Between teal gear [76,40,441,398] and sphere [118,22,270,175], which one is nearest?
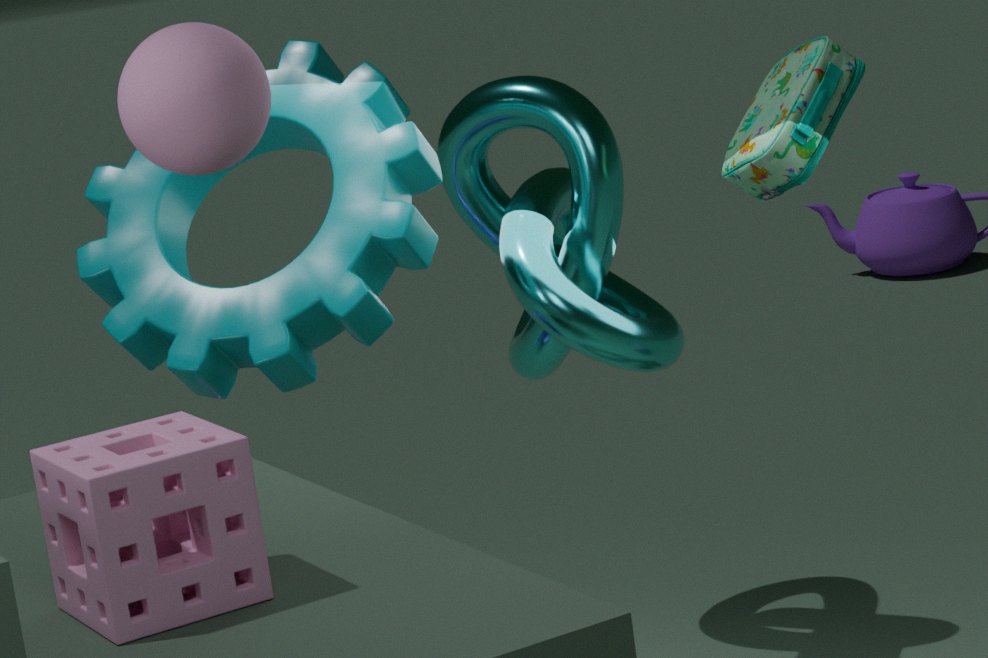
sphere [118,22,270,175]
